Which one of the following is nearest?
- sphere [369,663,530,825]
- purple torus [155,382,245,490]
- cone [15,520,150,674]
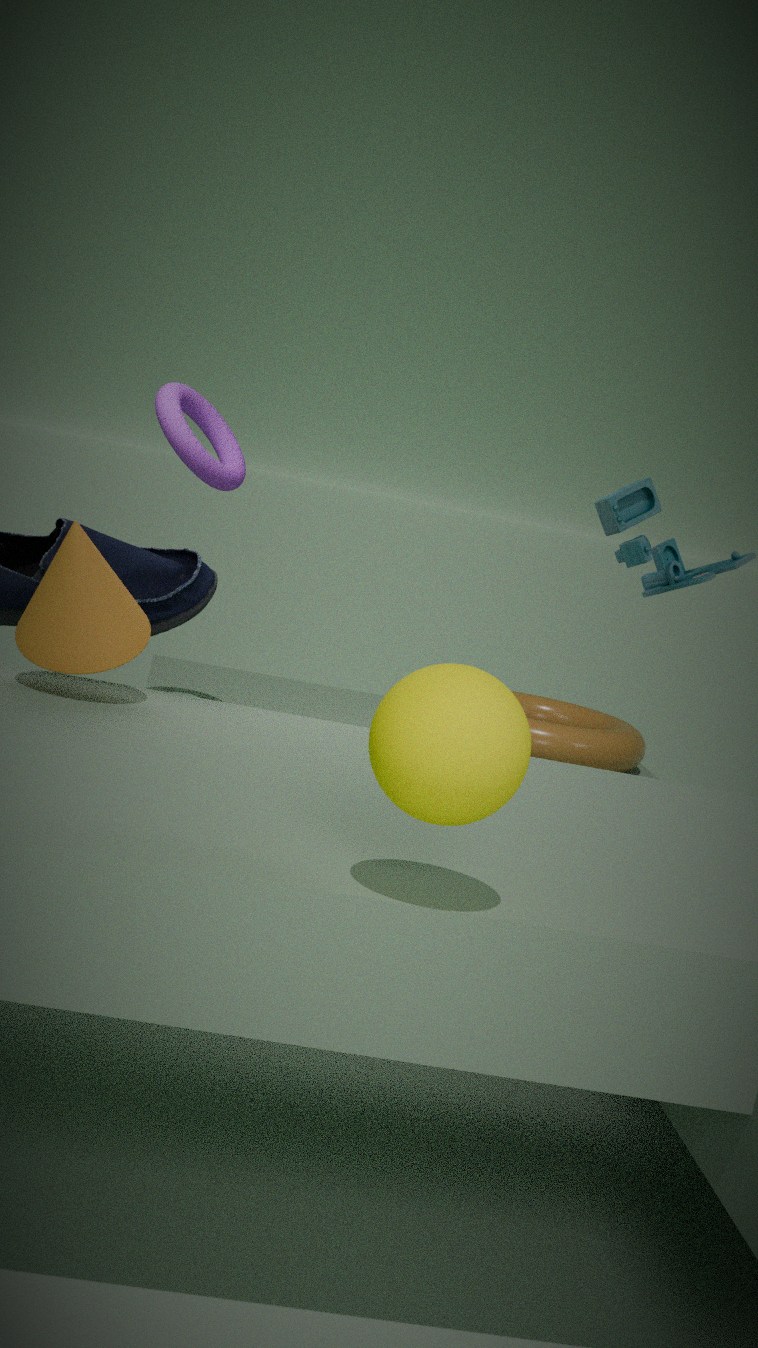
sphere [369,663,530,825]
